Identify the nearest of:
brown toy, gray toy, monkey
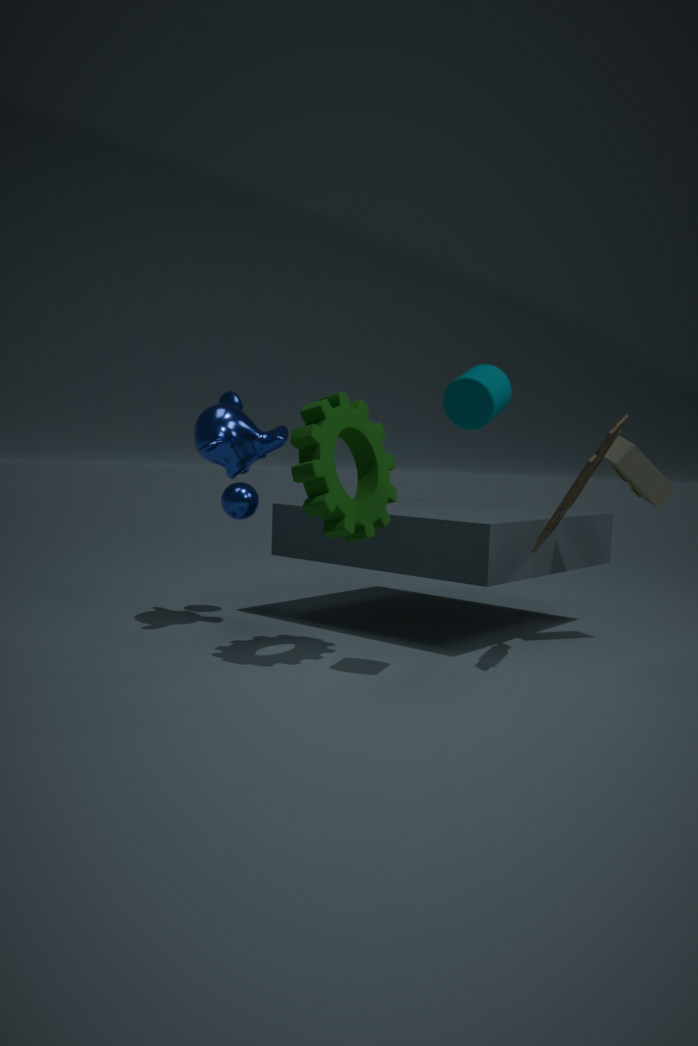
brown toy
